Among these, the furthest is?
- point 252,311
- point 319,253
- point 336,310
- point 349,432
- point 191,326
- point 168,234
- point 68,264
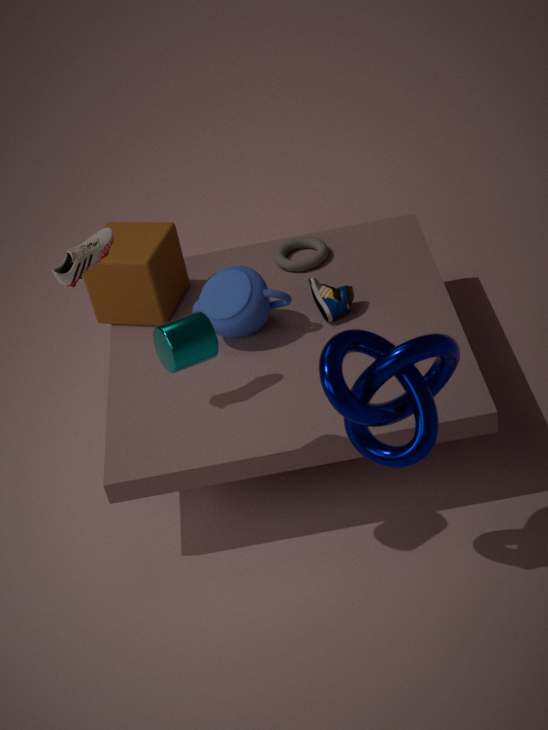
point 319,253
